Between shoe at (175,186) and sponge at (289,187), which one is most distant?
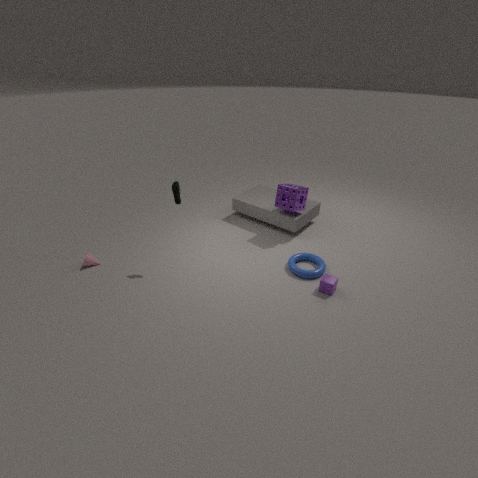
sponge at (289,187)
